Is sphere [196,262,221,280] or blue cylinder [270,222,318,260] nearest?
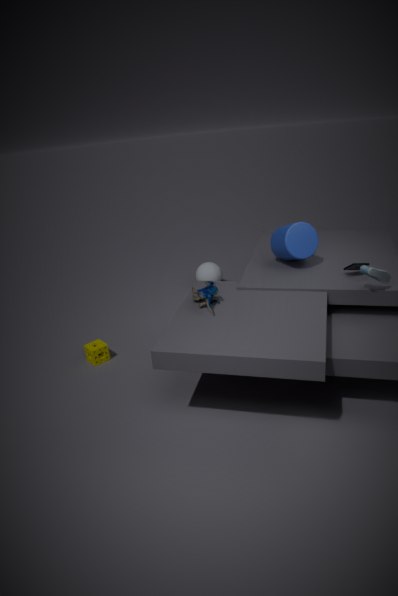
blue cylinder [270,222,318,260]
